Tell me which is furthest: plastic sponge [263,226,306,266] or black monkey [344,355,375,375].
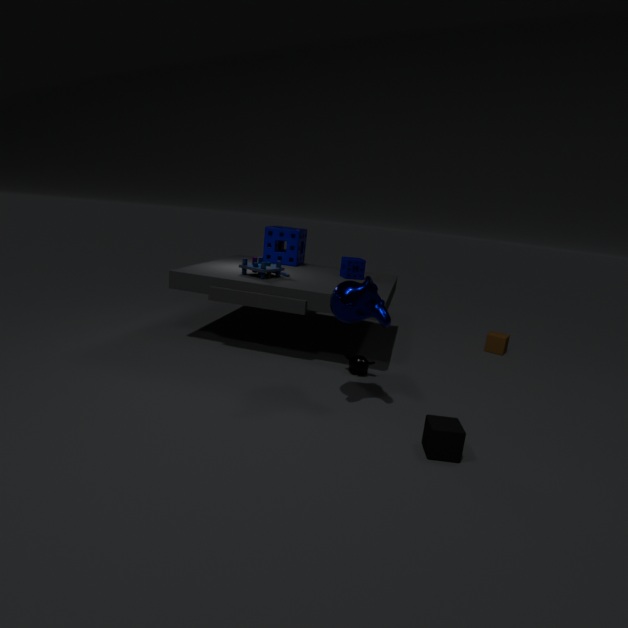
plastic sponge [263,226,306,266]
